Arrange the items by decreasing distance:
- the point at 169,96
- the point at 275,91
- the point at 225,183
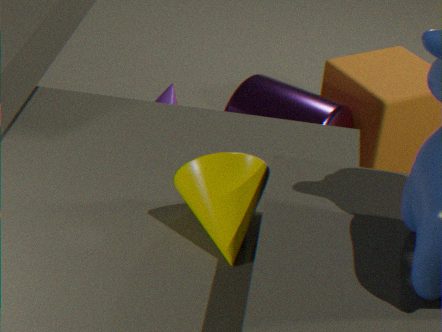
the point at 275,91, the point at 169,96, the point at 225,183
